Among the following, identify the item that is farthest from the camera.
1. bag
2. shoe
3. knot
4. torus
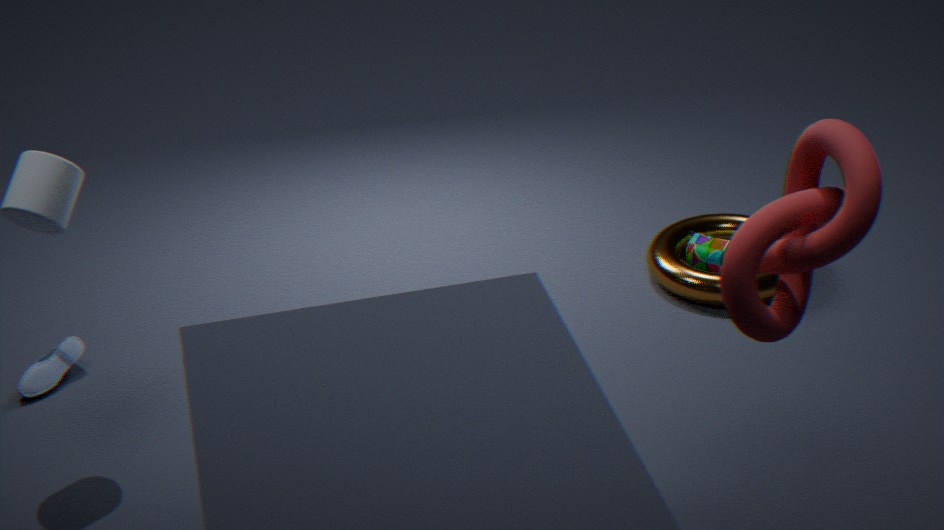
bag
